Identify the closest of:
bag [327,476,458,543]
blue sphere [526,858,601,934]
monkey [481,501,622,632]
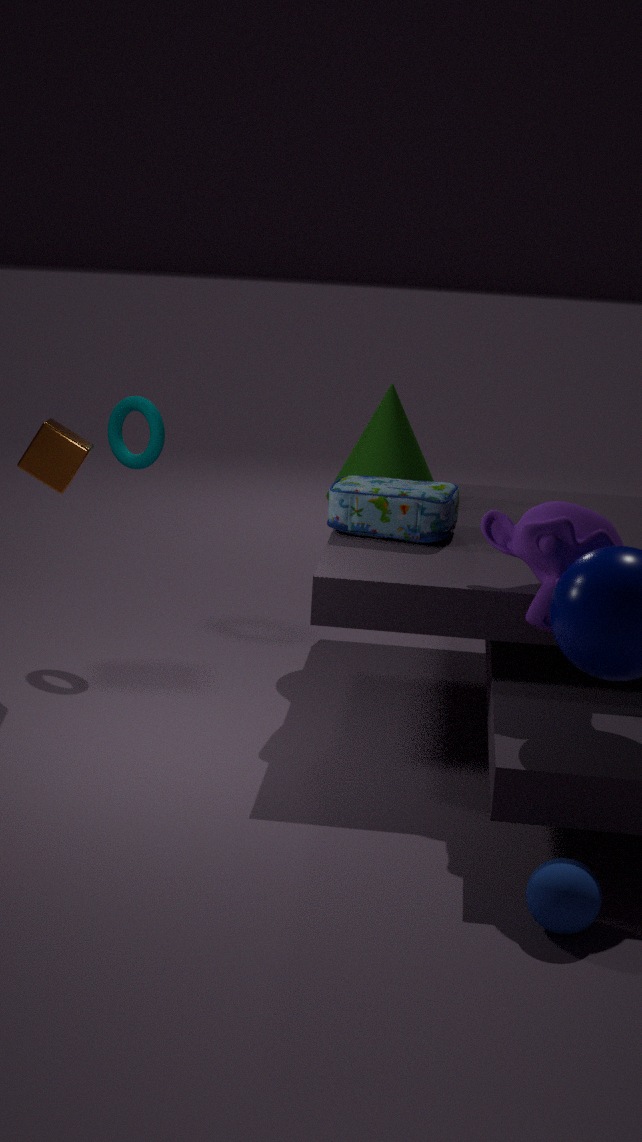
blue sphere [526,858,601,934]
